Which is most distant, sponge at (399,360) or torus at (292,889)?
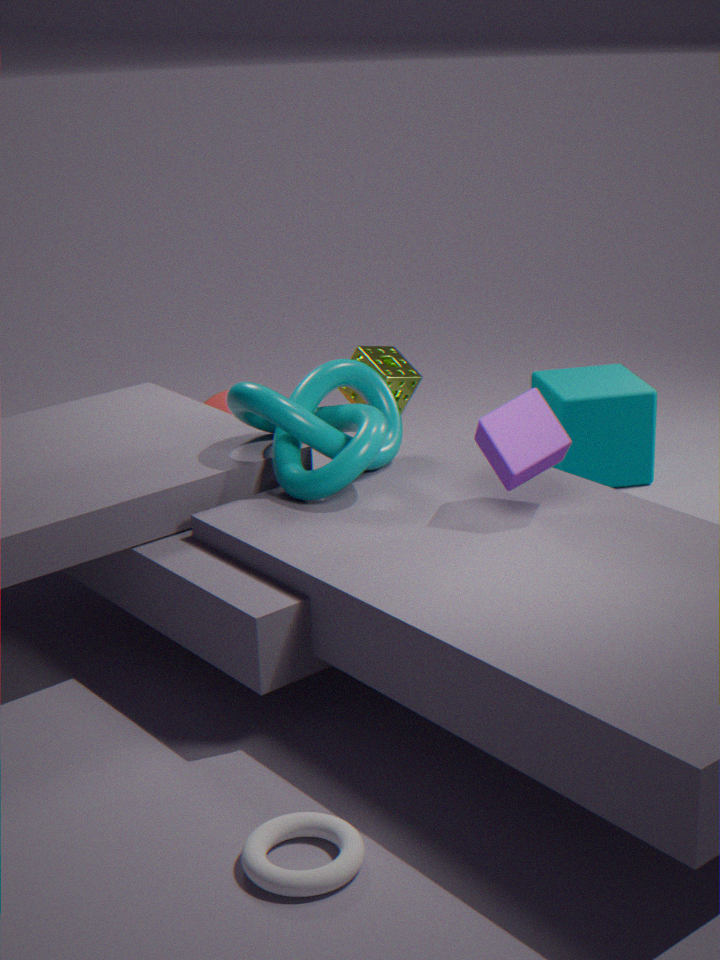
sponge at (399,360)
